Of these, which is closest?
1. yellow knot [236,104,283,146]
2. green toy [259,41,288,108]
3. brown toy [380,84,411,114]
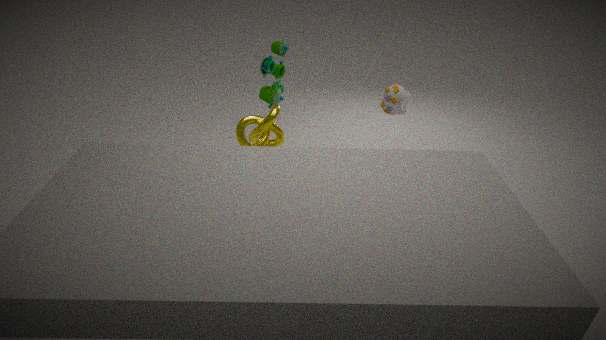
yellow knot [236,104,283,146]
